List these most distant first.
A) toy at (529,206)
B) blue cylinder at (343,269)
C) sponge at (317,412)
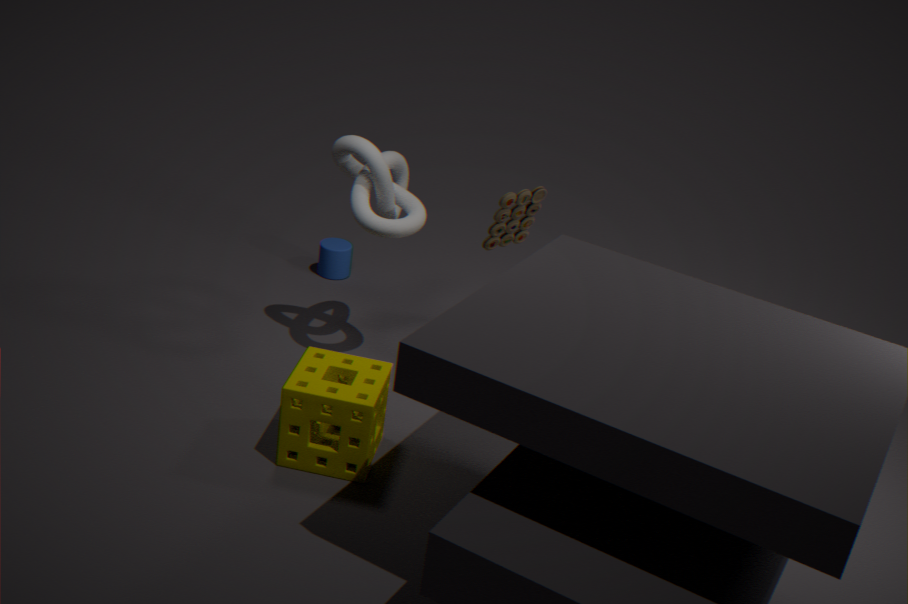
1. blue cylinder at (343,269)
2. toy at (529,206)
3. sponge at (317,412)
